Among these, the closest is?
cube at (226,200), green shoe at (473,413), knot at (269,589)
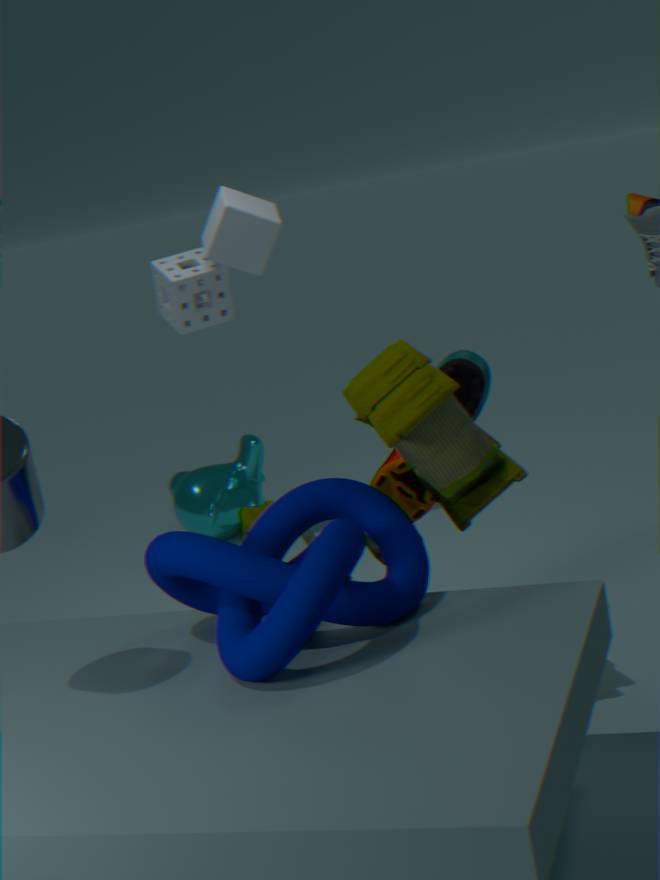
knot at (269,589)
